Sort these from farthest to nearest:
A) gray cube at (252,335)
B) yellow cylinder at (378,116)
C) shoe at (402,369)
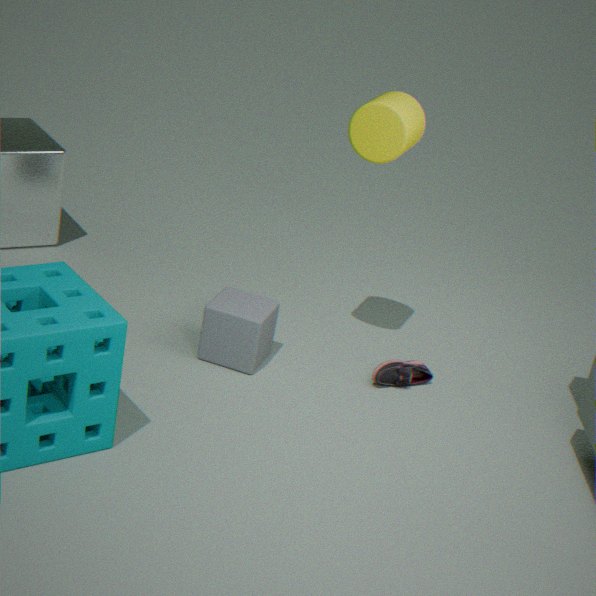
shoe at (402,369)
gray cube at (252,335)
yellow cylinder at (378,116)
